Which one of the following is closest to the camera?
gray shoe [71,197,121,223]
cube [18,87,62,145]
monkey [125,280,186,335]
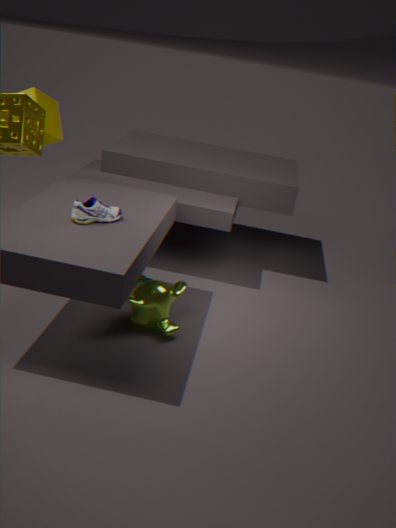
gray shoe [71,197,121,223]
